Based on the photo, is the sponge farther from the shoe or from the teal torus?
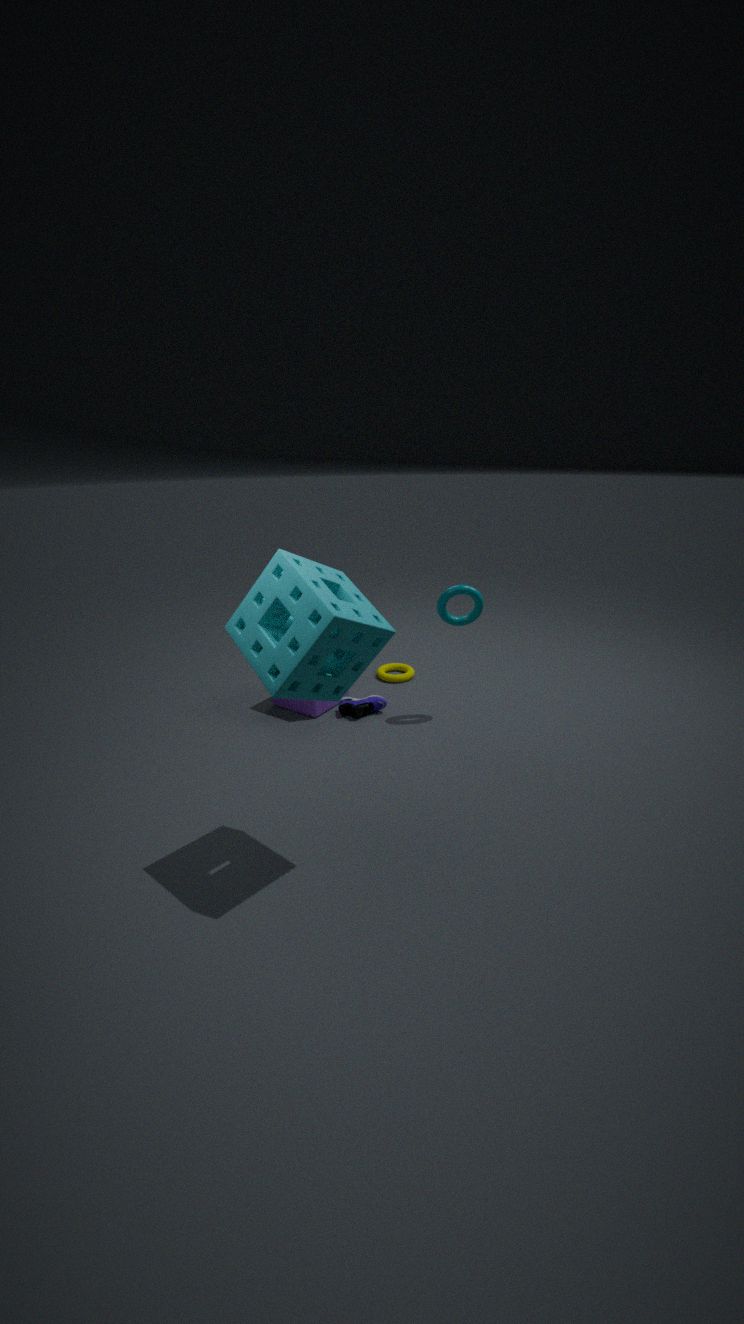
the shoe
